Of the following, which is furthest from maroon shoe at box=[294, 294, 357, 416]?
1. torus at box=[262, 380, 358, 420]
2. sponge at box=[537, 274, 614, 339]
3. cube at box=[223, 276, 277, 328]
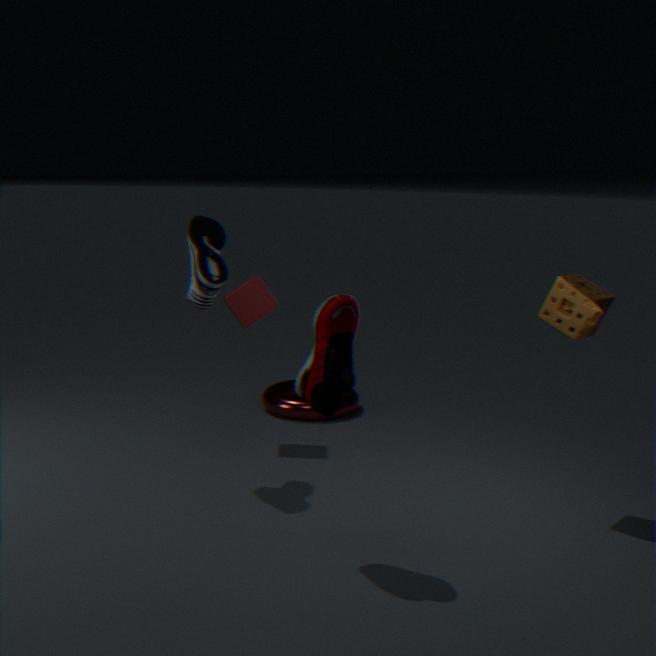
torus at box=[262, 380, 358, 420]
